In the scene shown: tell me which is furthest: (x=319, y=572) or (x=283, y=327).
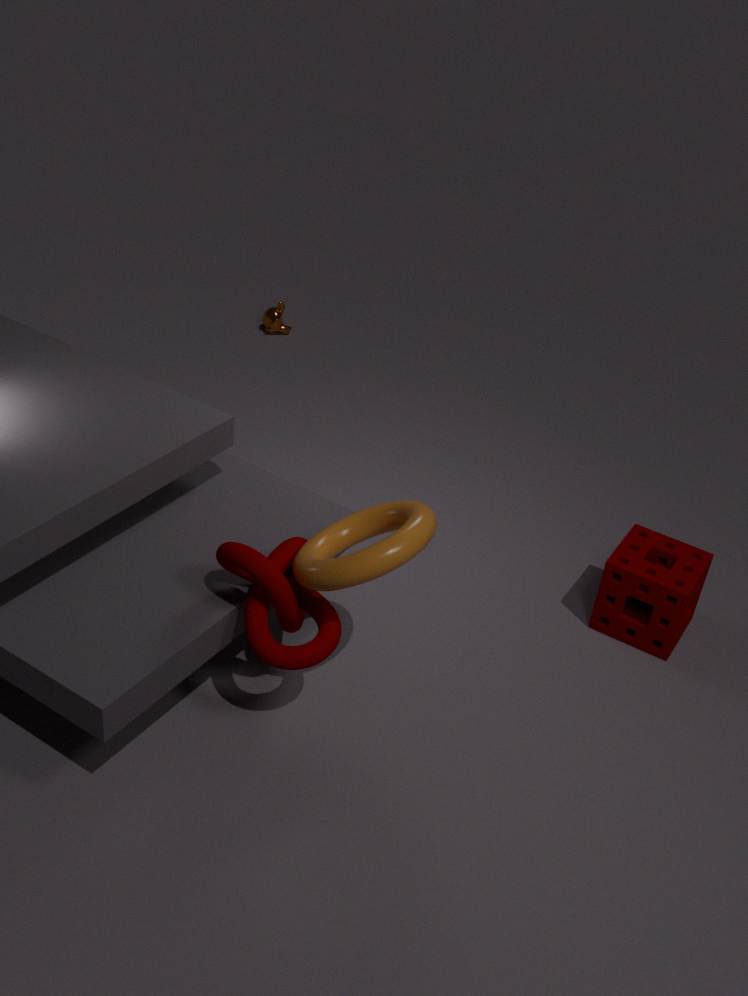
(x=283, y=327)
